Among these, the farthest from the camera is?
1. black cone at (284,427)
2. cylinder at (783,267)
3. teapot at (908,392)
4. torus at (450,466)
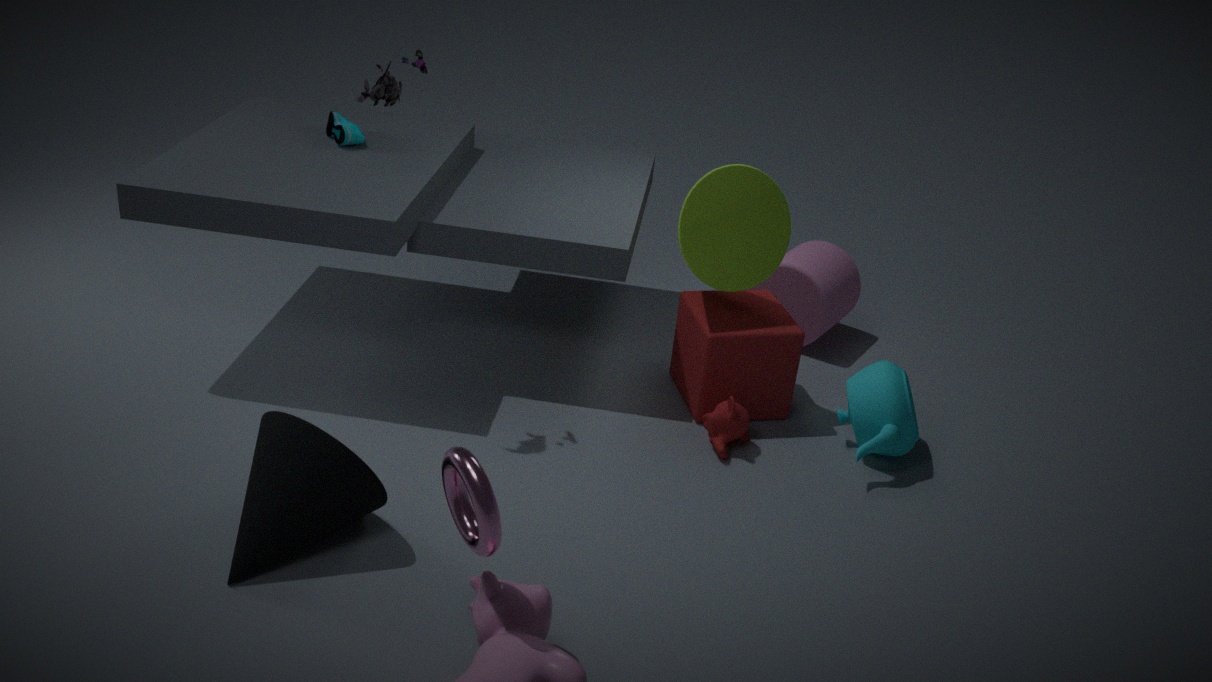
cylinder at (783,267)
